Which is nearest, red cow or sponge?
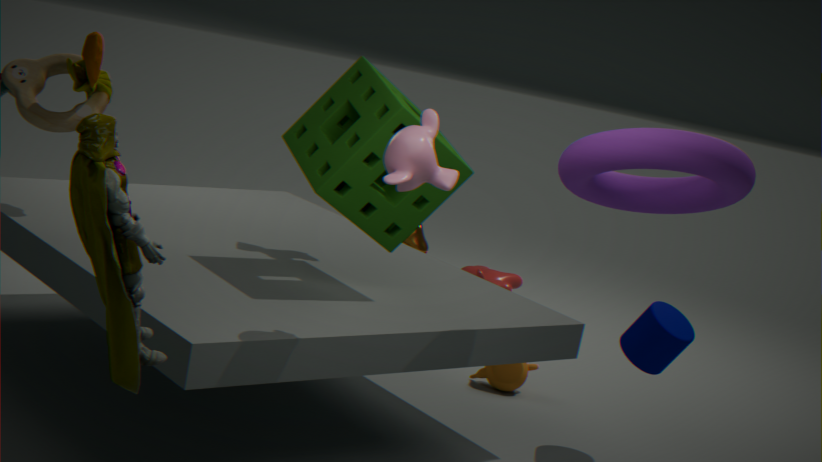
sponge
